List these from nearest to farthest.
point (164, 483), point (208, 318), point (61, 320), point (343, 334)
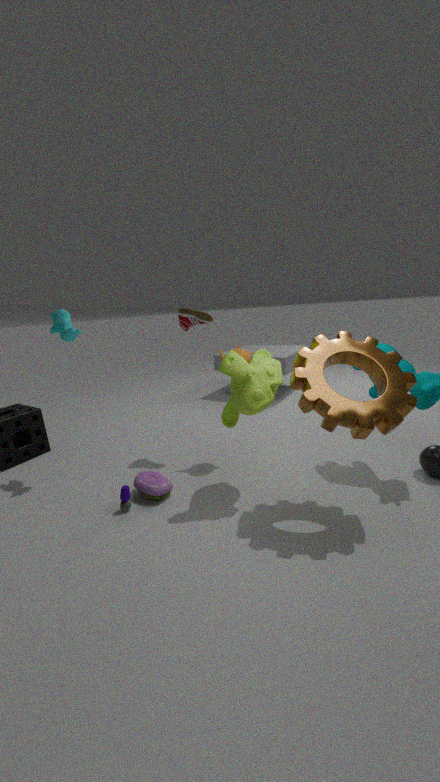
point (343, 334) → point (164, 483) → point (61, 320) → point (208, 318)
